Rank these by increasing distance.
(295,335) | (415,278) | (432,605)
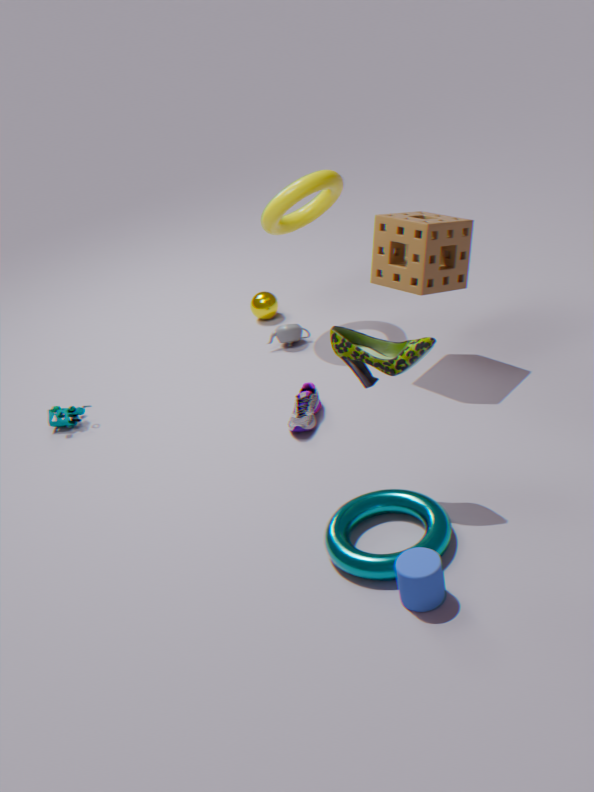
(432,605) < (415,278) < (295,335)
